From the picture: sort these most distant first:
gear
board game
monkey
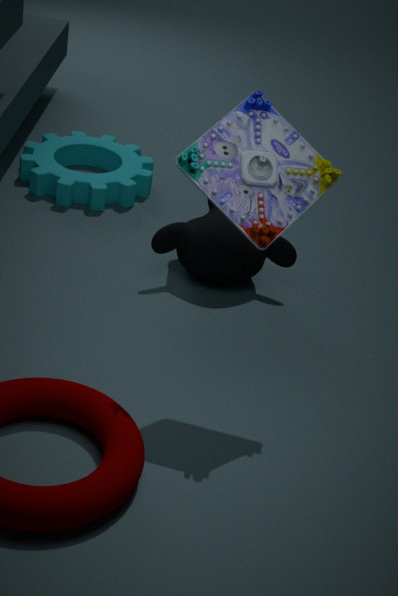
gear, monkey, board game
